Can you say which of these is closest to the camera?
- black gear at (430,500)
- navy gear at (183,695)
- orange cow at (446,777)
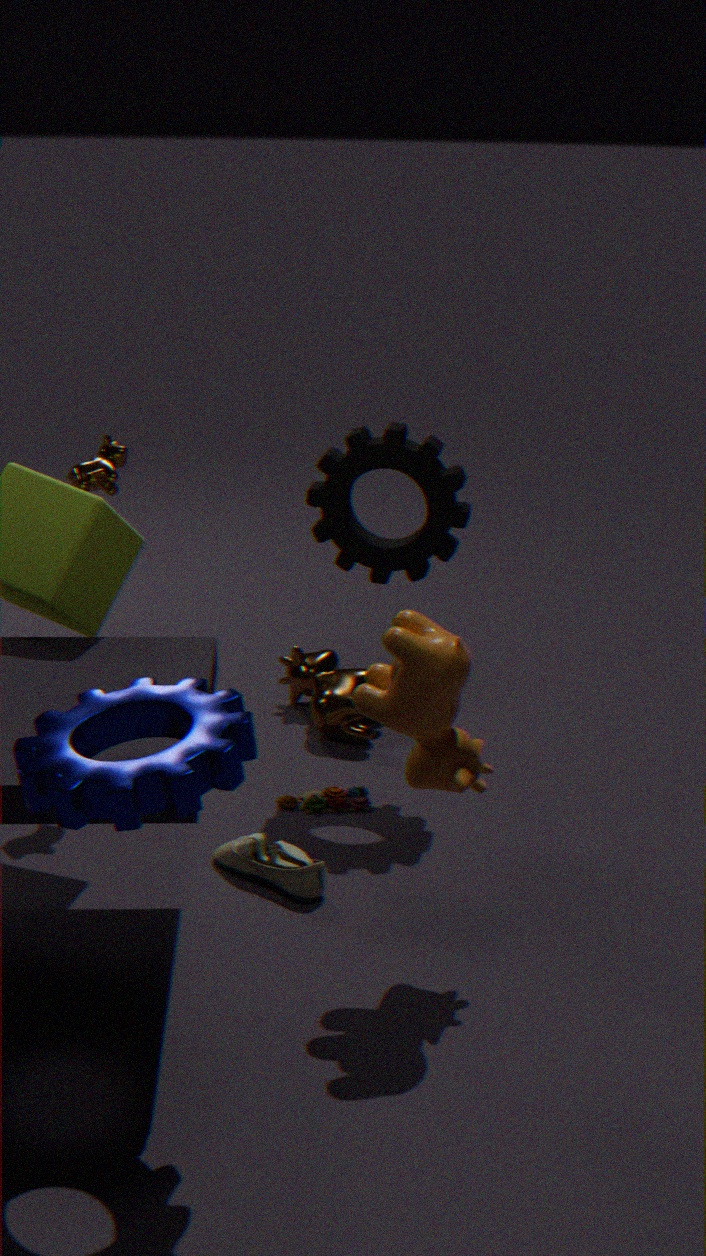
navy gear at (183,695)
